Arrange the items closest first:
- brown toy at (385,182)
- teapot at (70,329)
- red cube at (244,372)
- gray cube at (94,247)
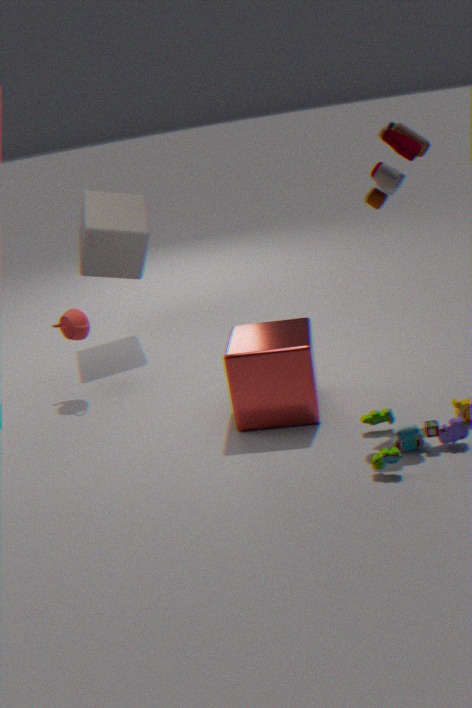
brown toy at (385,182) < red cube at (244,372) < teapot at (70,329) < gray cube at (94,247)
